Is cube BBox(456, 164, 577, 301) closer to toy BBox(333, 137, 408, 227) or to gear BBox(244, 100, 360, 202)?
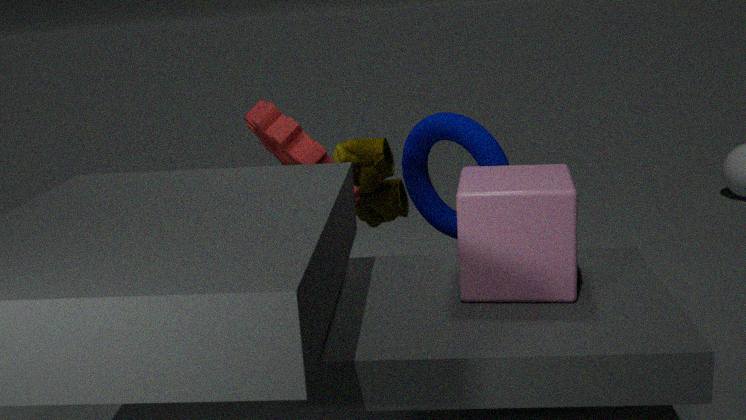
gear BBox(244, 100, 360, 202)
